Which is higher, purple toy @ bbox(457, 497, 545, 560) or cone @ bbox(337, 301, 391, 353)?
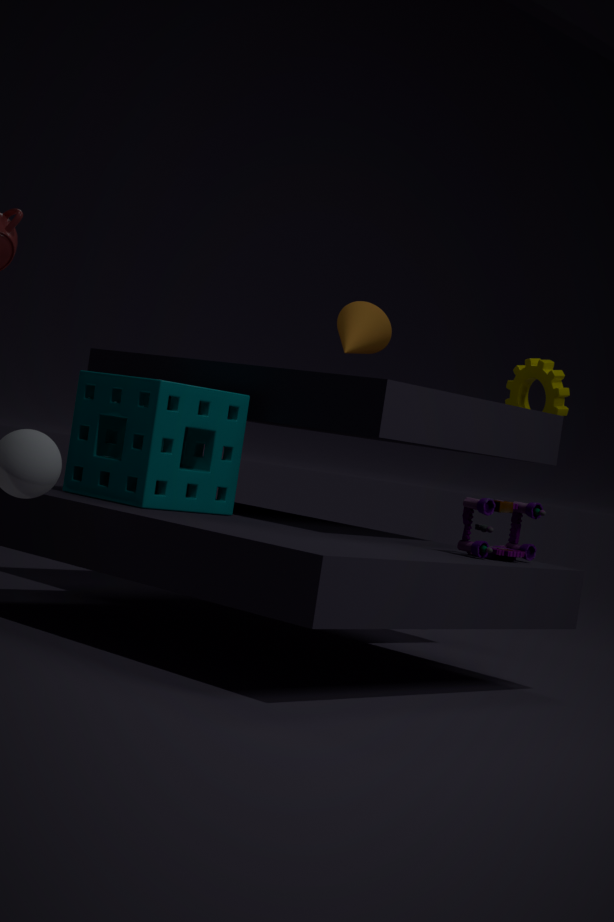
cone @ bbox(337, 301, 391, 353)
